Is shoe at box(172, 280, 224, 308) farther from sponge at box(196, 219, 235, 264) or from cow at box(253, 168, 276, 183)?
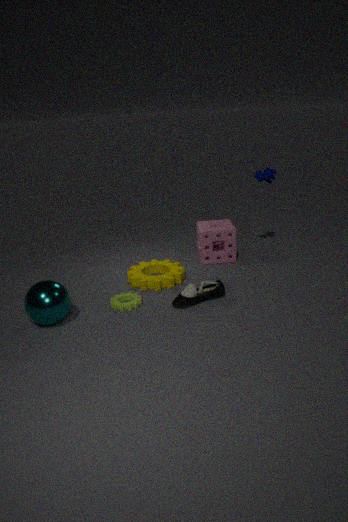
cow at box(253, 168, 276, 183)
